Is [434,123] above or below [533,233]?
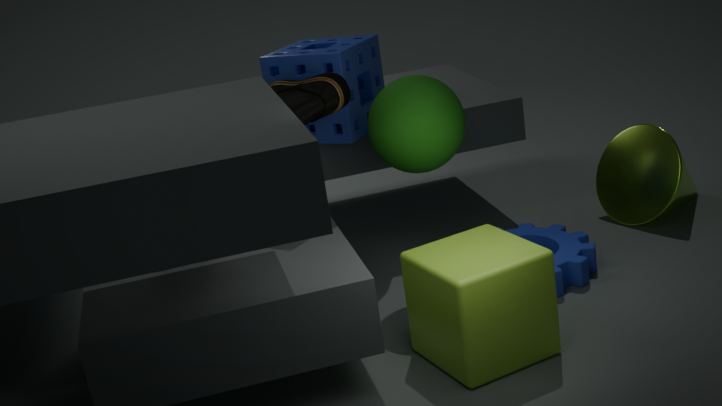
above
